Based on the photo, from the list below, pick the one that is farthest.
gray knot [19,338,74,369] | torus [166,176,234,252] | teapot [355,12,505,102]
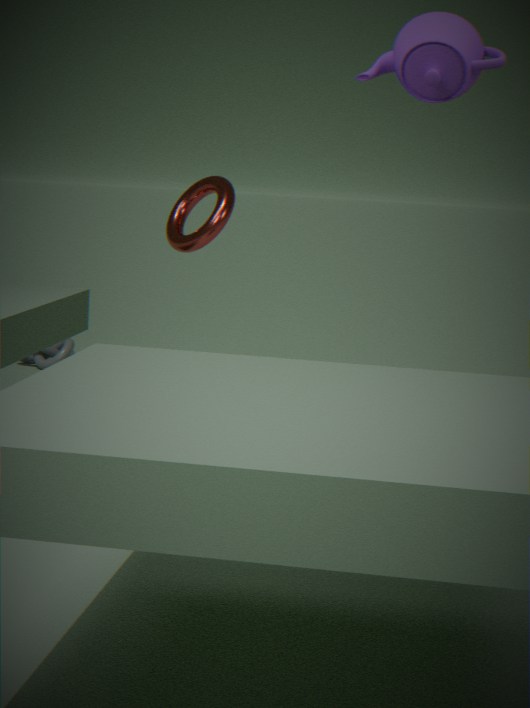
gray knot [19,338,74,369]
